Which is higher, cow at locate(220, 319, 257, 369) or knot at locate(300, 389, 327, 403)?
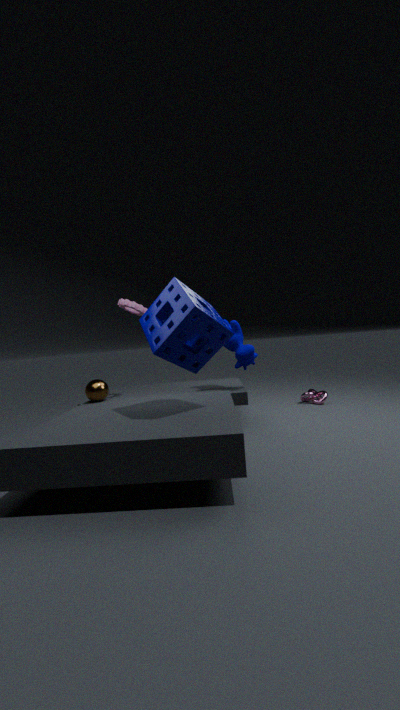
cow at locate(220, 319, 257, 369)
